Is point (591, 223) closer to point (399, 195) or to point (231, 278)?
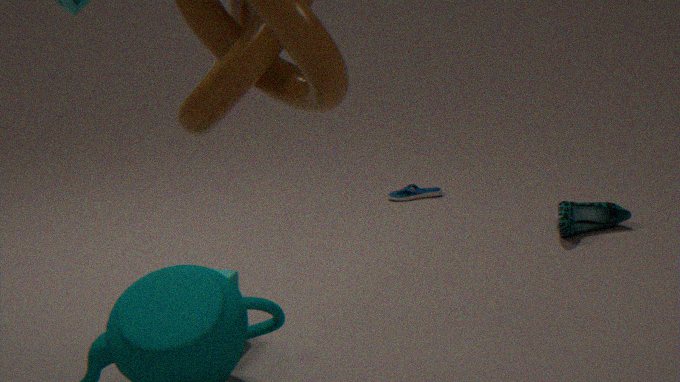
point (399, 195)
